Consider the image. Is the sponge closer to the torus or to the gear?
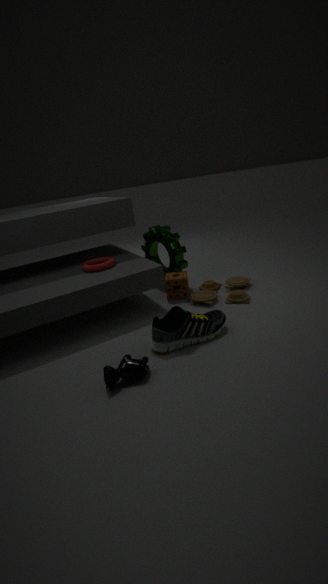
the gear
